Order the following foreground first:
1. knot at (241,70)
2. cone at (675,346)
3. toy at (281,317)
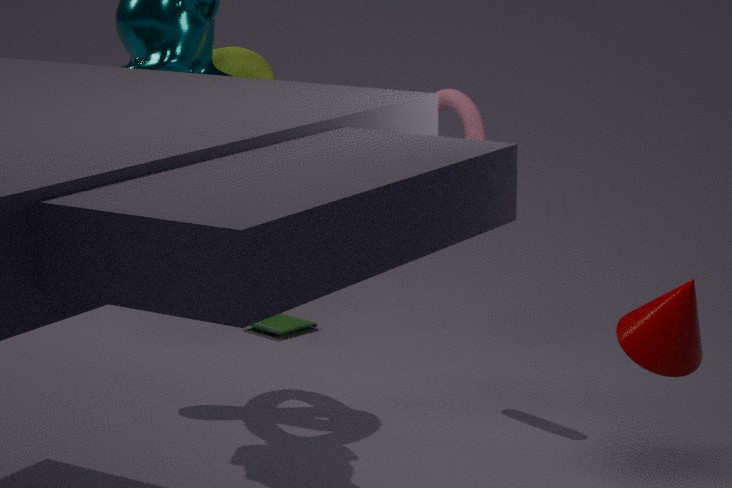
cone at (675,346)
knot at (241,70)
toy at (281,317)
